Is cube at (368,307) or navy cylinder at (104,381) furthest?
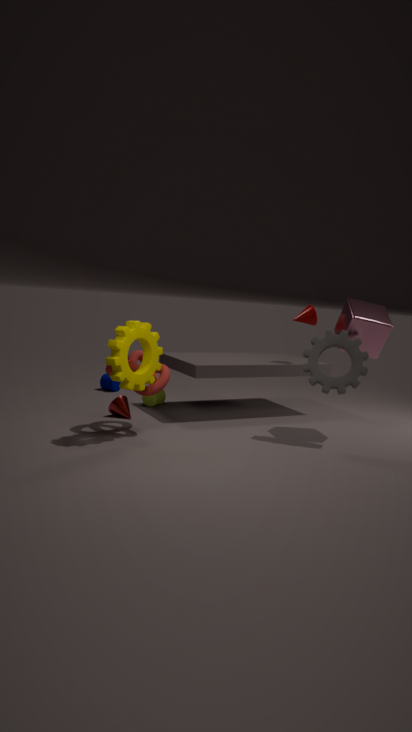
navy cylinder at (104,381)
